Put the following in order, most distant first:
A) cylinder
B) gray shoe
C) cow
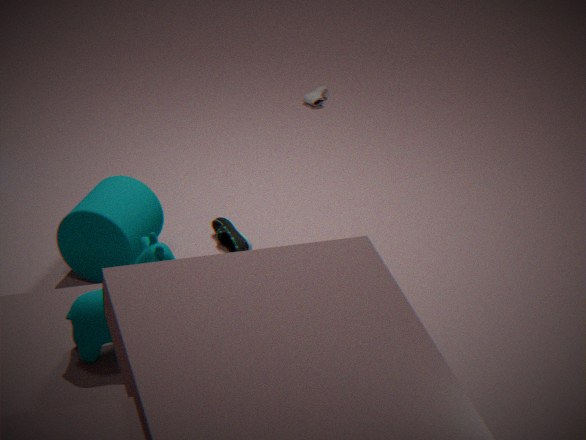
B. gray shoe < A. cylinder < C. cow
